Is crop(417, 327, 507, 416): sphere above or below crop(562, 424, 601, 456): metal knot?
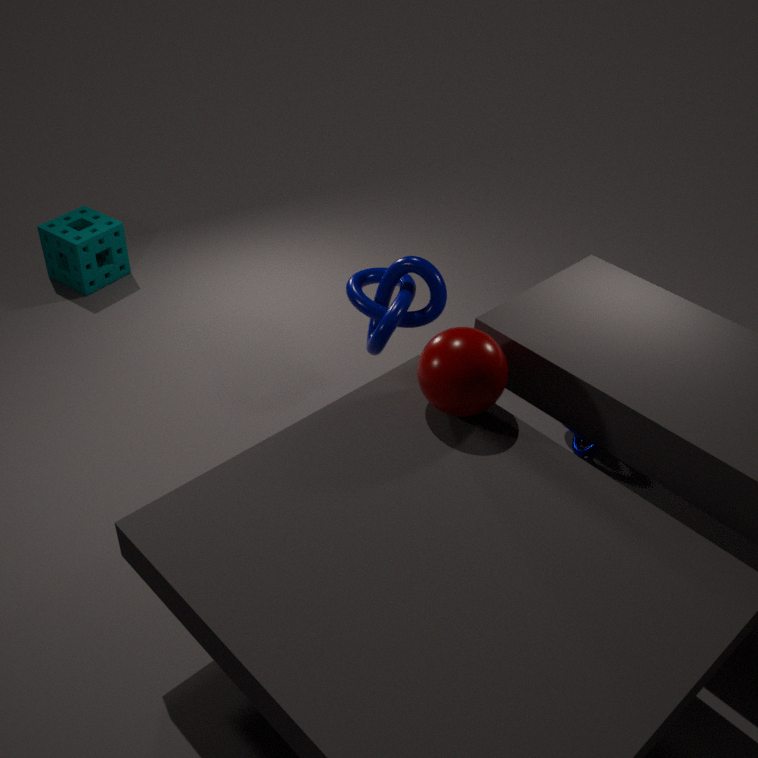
above
